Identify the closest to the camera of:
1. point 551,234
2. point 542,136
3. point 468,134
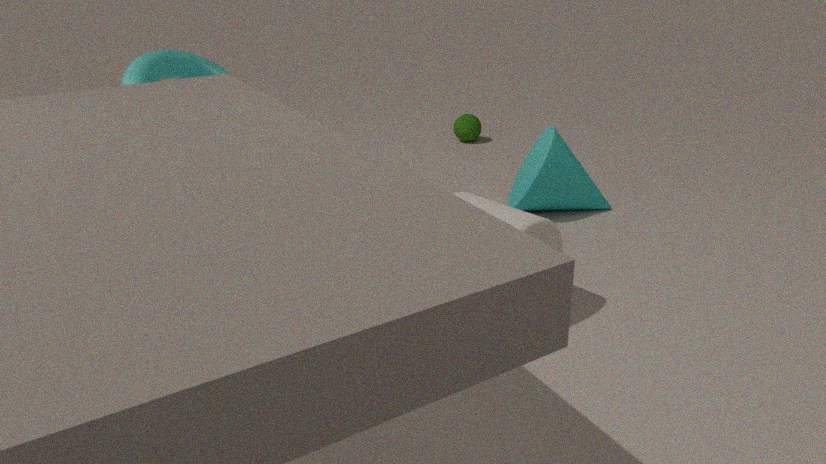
point 551,234
